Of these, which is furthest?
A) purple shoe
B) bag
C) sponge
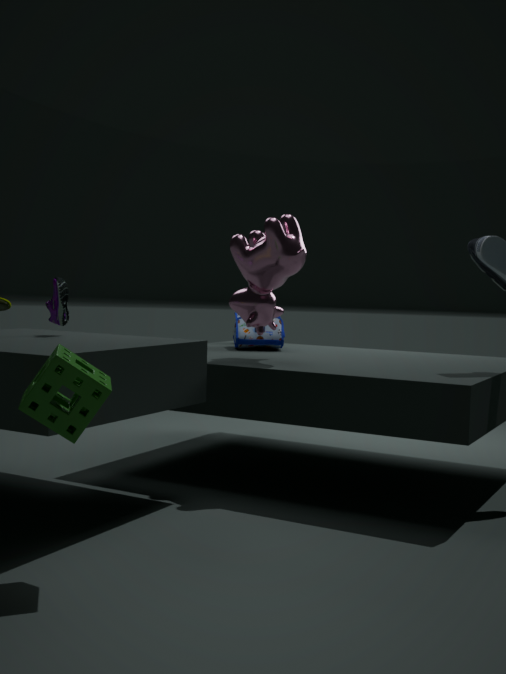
bag
